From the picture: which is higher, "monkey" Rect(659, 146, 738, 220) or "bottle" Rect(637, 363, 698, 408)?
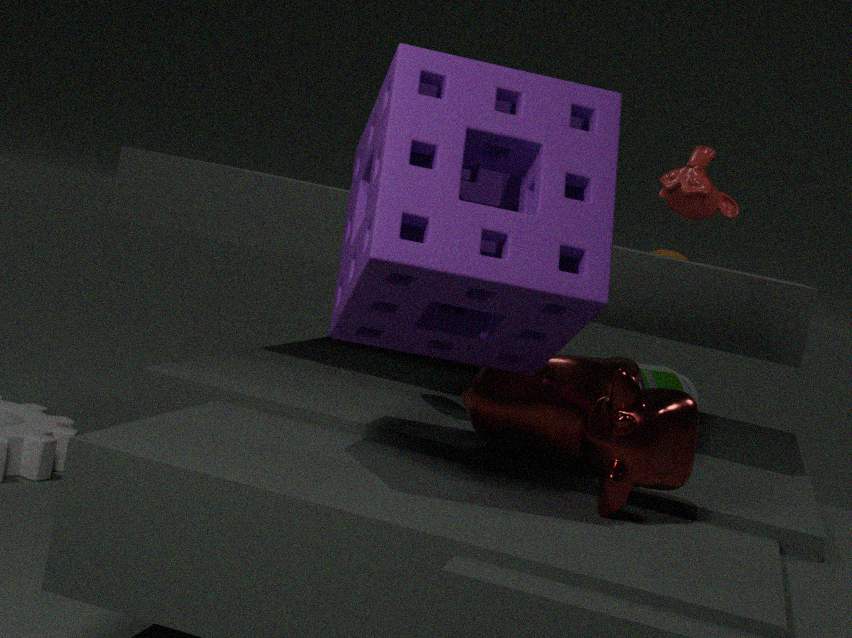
"monkey" Rect(659, 146, 738, 220)
